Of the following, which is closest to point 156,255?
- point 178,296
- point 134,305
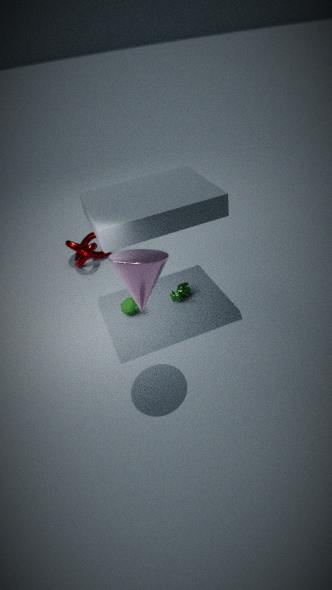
point 134,305
